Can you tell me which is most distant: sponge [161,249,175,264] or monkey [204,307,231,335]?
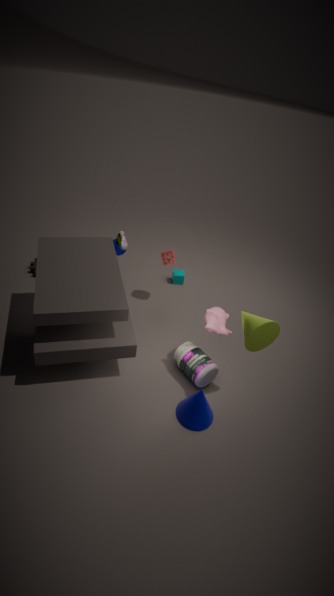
sponge [161,249,175,264]
